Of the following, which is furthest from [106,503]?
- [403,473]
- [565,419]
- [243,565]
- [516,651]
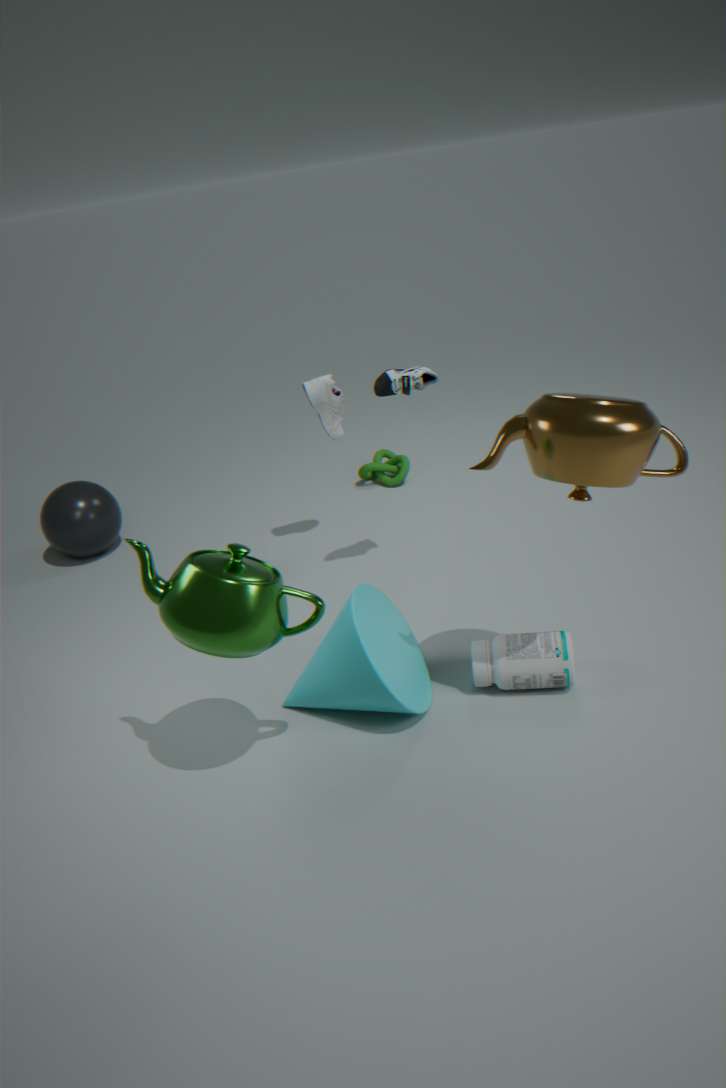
[565,419]
